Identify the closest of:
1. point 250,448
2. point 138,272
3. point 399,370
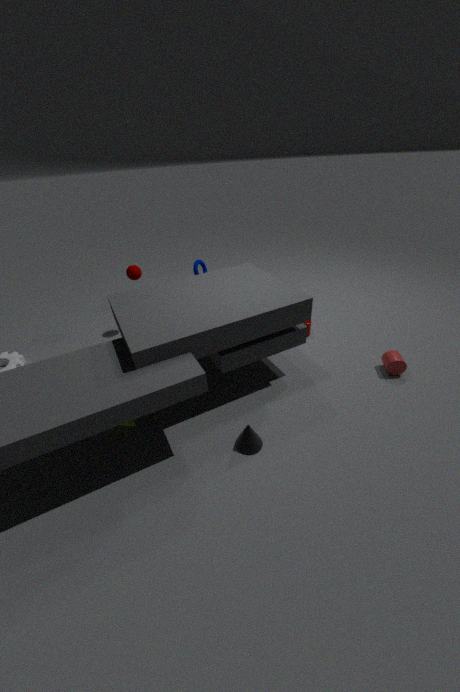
point 250,448
